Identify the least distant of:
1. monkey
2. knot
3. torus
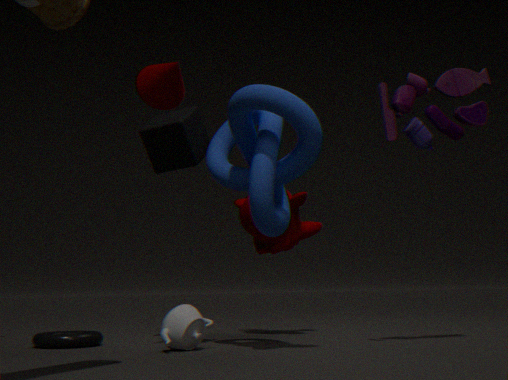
knot
